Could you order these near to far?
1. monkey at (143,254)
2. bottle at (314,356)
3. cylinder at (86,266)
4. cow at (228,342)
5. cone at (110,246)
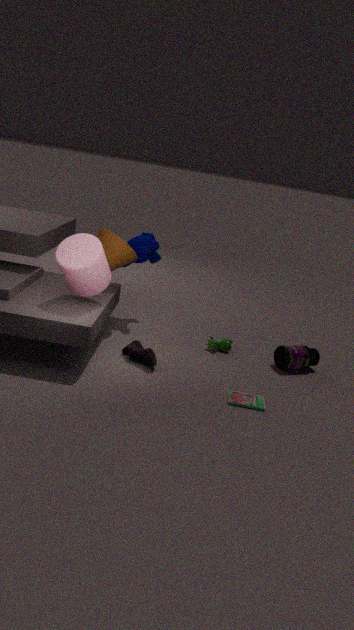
cylinder at (86,266), bottle at (314,356), cone at (110,246), cow at (228,342), monkey at (143,254)
